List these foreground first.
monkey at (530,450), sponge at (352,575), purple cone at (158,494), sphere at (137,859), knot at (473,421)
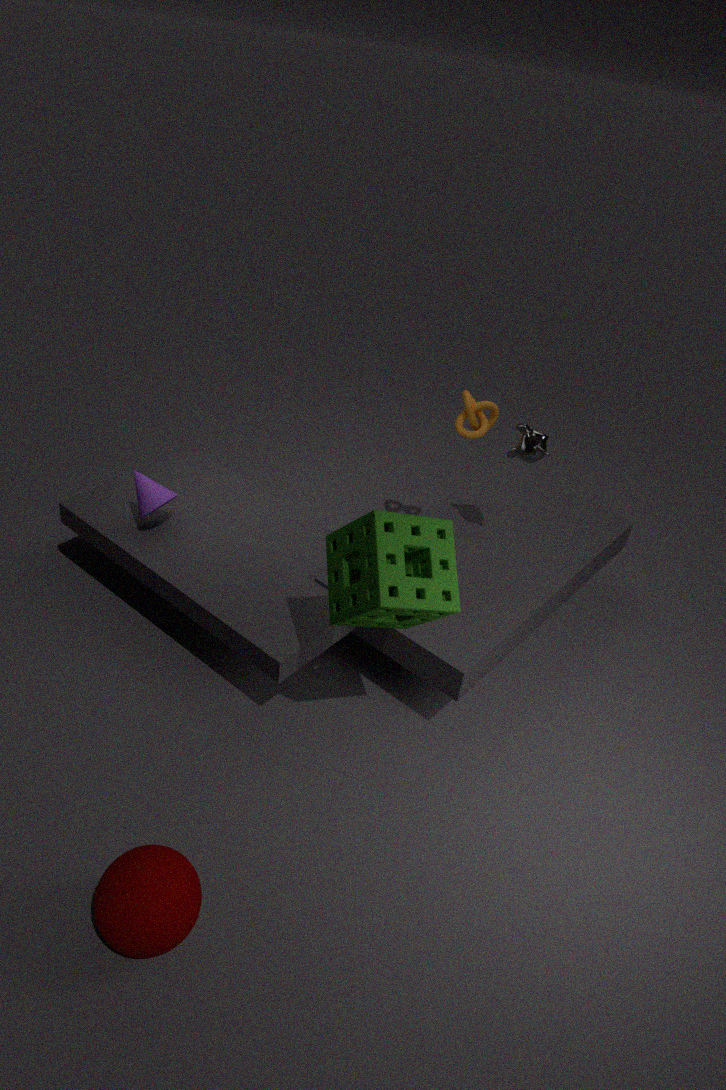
sphere at (137,859) → sponge at (352,575) → monkey at (530,450) → purple cone at (158,494) → knot at (473,421)
